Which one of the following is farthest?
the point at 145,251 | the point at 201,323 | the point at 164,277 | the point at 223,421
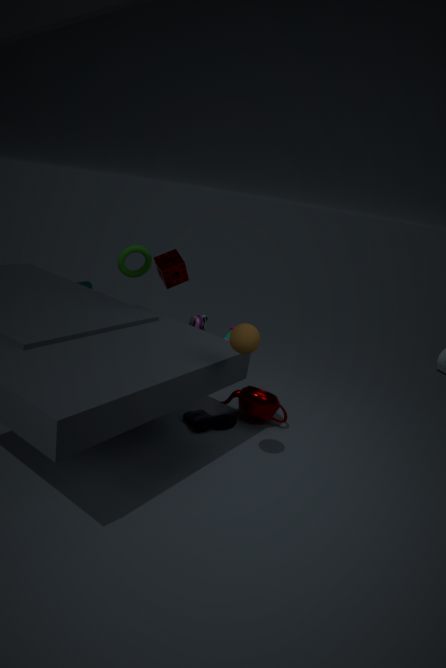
the point at 201,323
